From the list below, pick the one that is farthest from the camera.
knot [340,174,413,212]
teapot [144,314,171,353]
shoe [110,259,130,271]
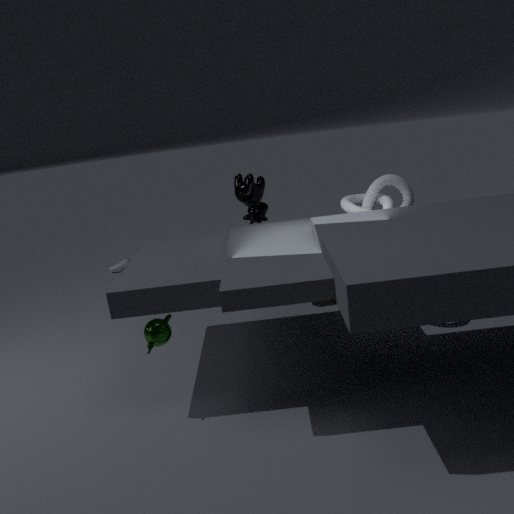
shoe [110,259,130,271]
